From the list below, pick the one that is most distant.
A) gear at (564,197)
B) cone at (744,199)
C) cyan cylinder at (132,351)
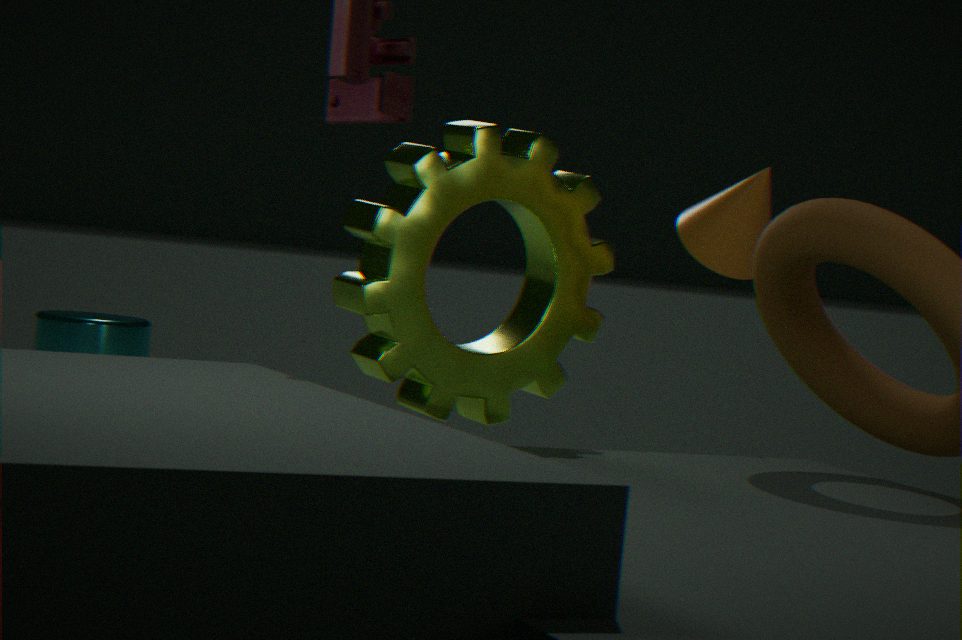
cyan cylinder at (132,351)
